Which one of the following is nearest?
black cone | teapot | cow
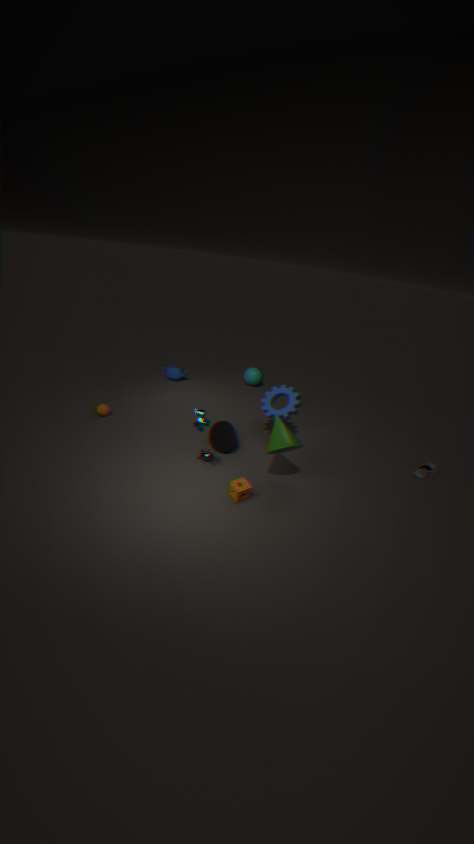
cow
